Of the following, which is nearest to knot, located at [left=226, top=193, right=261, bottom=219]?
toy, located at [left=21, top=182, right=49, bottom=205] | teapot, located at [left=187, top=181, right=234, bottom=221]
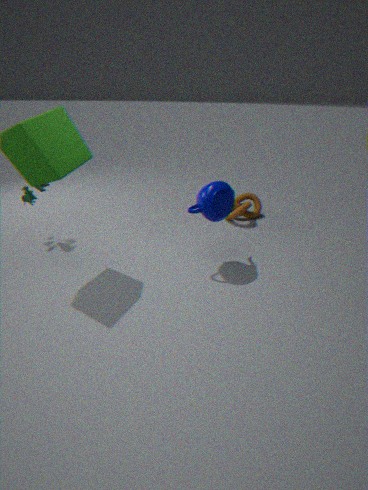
teapot, located at [left=187, top=181, right=234, bottom=221]
